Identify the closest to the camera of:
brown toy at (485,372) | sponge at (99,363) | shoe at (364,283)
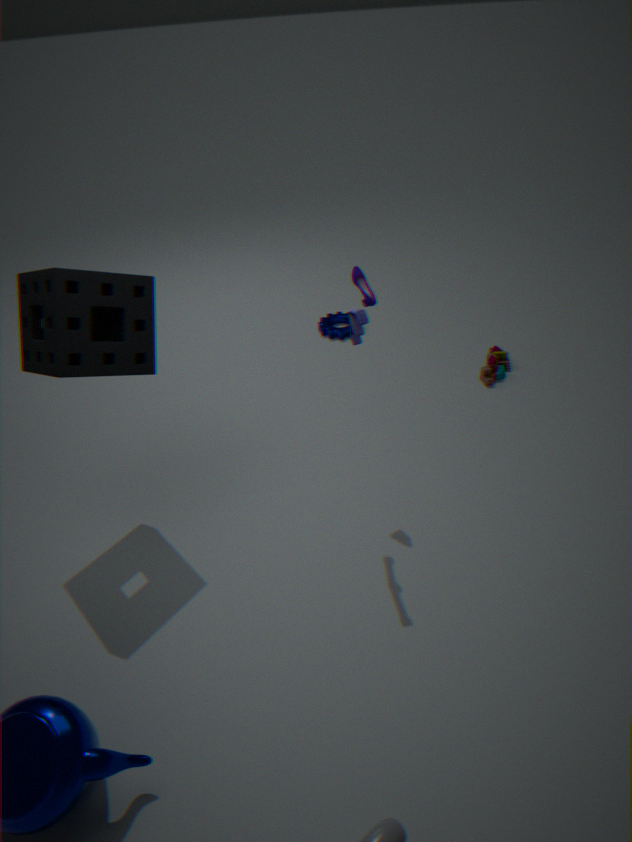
sponge at (99,363)
